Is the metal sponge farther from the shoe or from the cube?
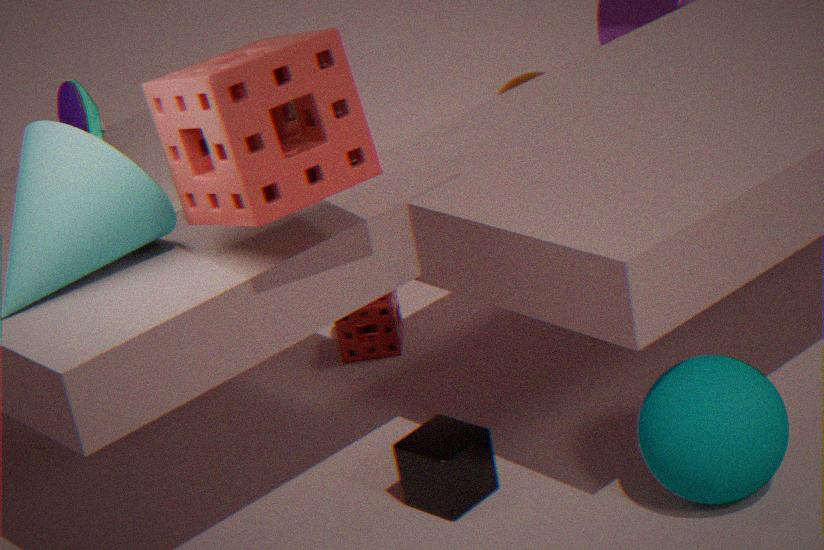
the shoe
